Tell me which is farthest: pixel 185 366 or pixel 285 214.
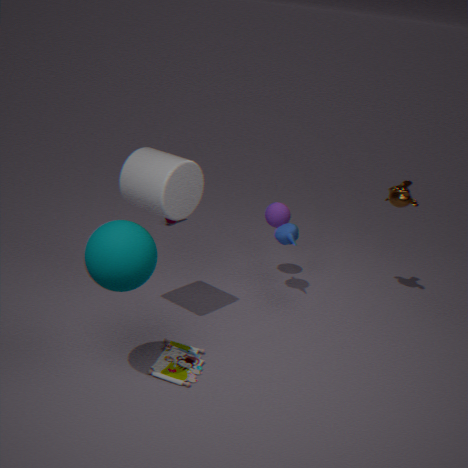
pixel 285 214
